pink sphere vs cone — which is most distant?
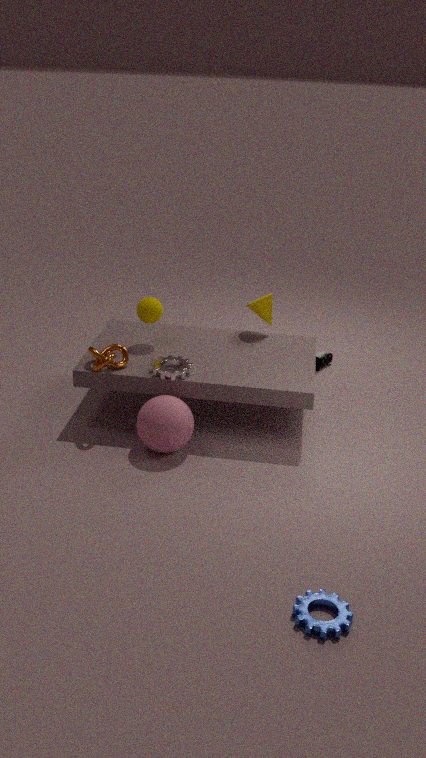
cone
